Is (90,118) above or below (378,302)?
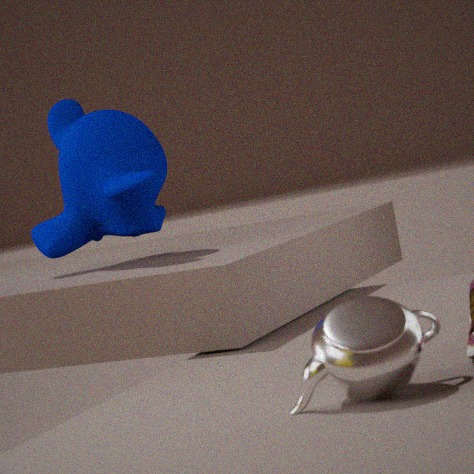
above
